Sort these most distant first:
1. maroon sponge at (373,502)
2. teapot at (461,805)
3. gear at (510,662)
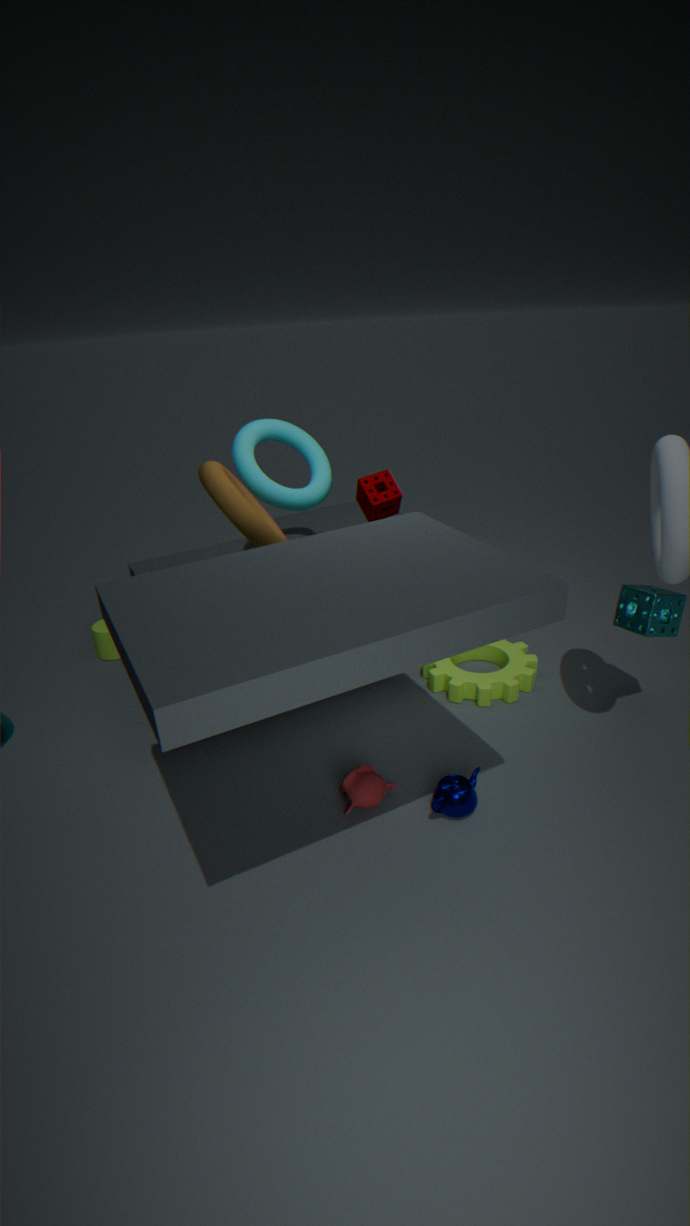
maroon sponge at (373,502)
gear at (510,662)
teapot at (461,805)
